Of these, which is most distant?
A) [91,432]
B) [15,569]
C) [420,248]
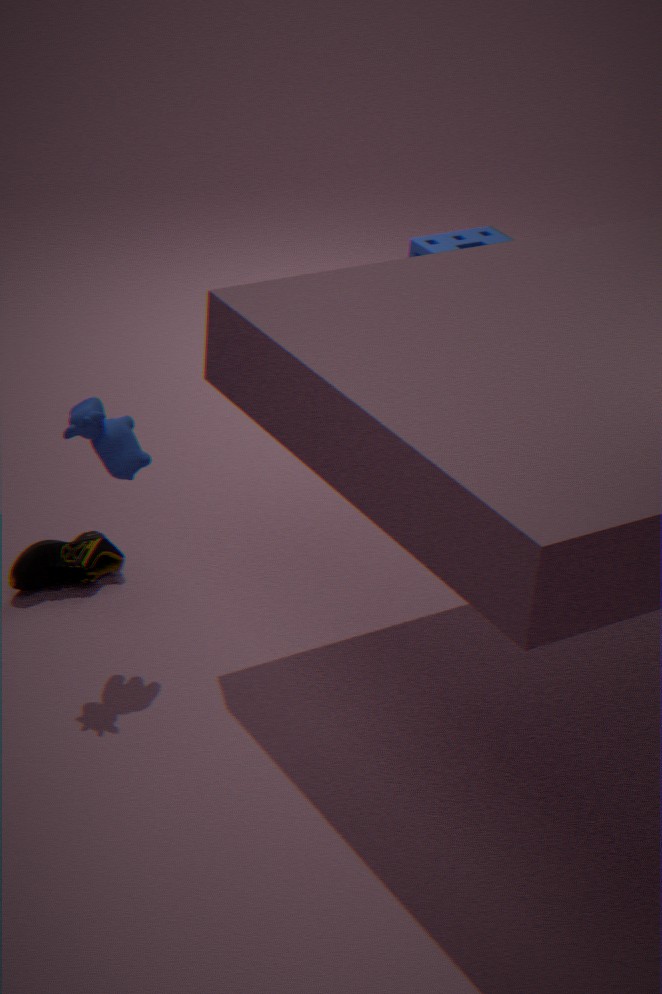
[420,248]
